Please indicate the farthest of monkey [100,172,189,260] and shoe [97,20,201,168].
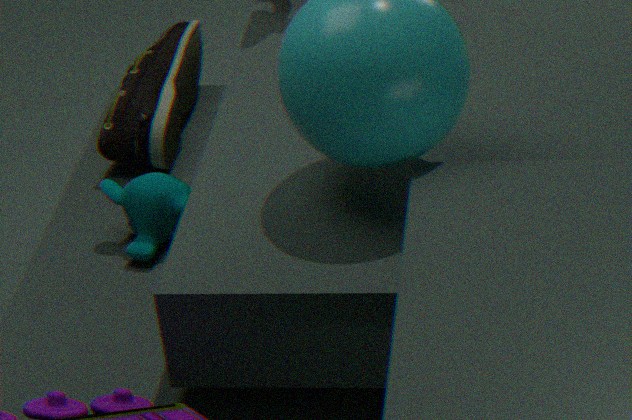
shoe [97,20,201,168]
